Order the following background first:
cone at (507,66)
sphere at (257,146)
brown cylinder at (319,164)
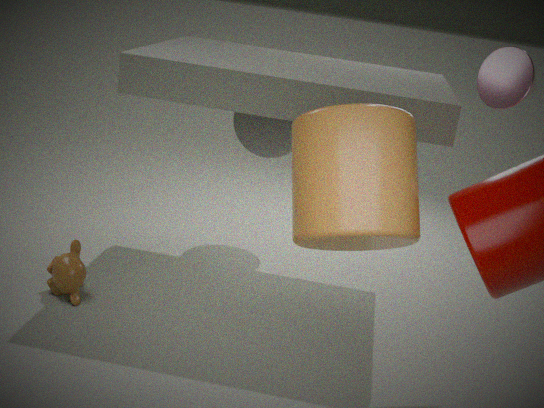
1. sphere at (257,146)
2. cone at (507,66)
3. brown cylinder at (319,164)
